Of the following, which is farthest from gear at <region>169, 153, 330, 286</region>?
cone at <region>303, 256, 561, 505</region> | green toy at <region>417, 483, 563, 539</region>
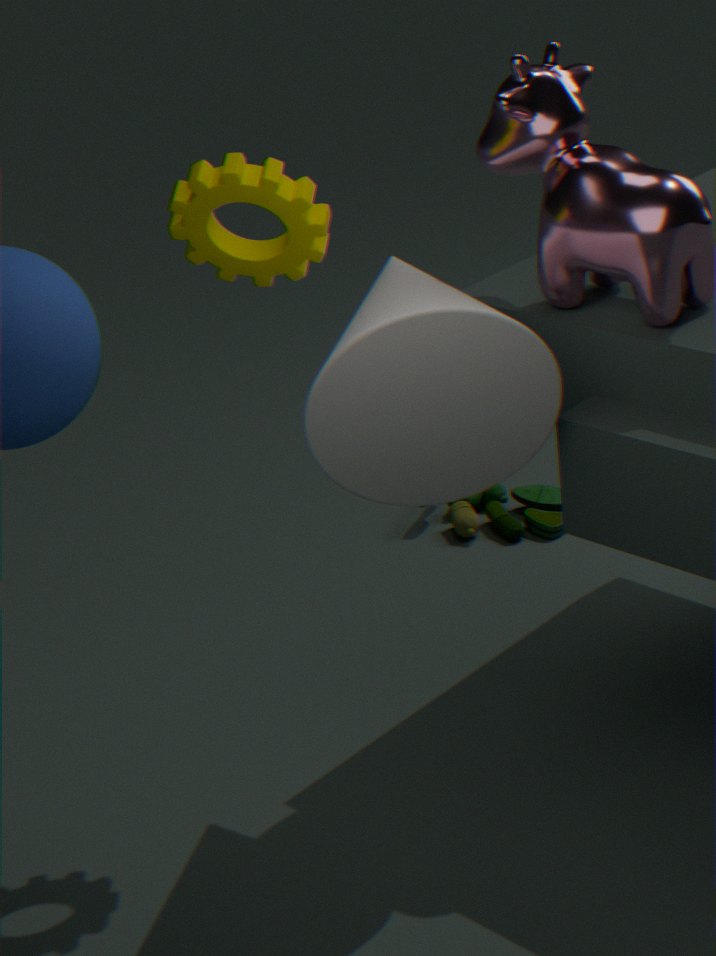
green toy at <region>417, 483, 563, 539</region>
